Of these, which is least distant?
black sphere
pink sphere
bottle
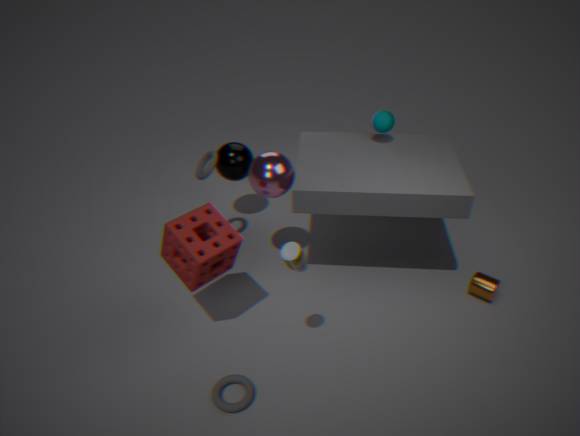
bottle
